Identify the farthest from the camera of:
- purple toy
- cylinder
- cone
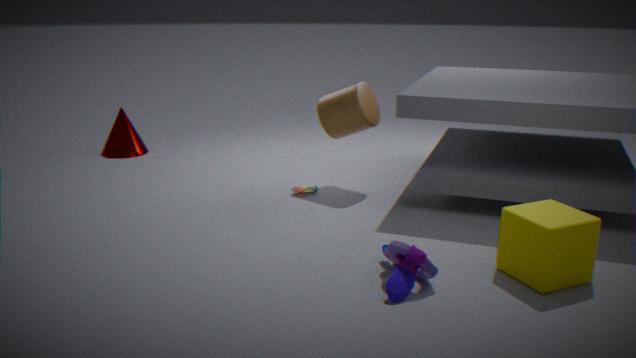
cone
